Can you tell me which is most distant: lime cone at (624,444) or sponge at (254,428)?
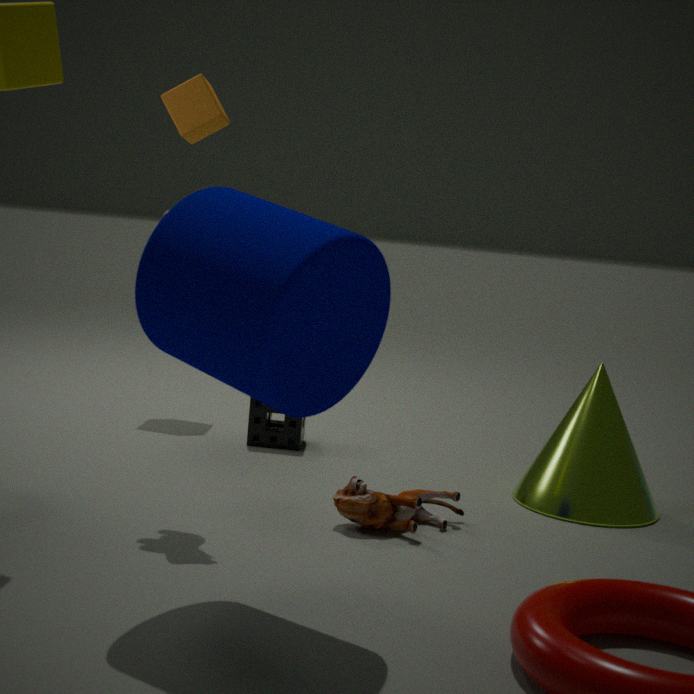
sponge at (254,428)
